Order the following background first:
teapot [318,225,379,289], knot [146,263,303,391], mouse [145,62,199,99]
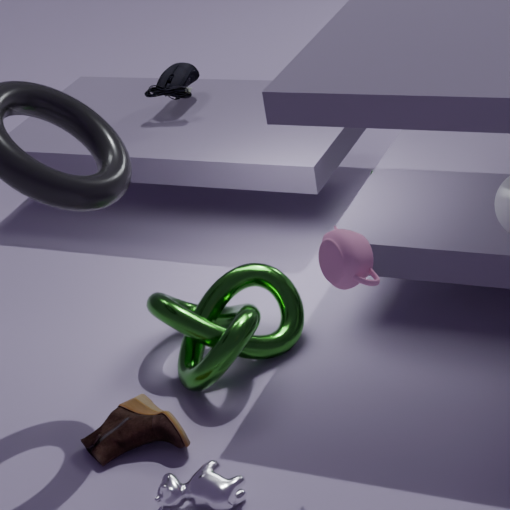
mouse [145,62,199,99] < knot [146,263,303,391] < teapot [318,225,379,289]
